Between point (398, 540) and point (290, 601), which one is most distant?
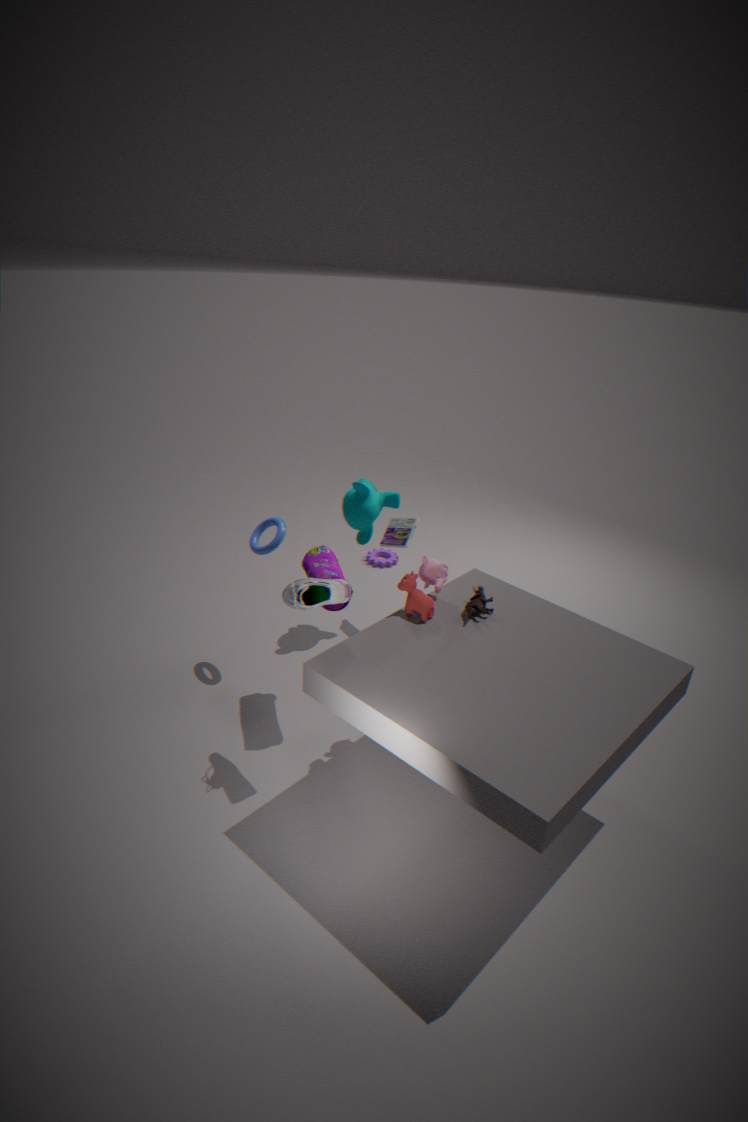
point (398, 540)
